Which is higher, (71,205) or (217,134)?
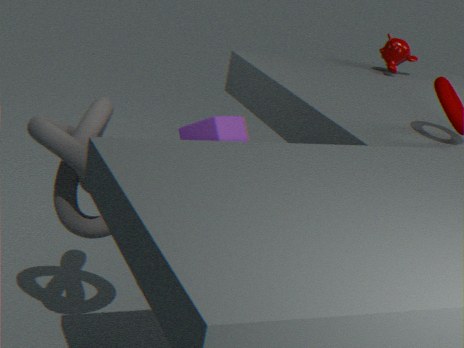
(217,134)
